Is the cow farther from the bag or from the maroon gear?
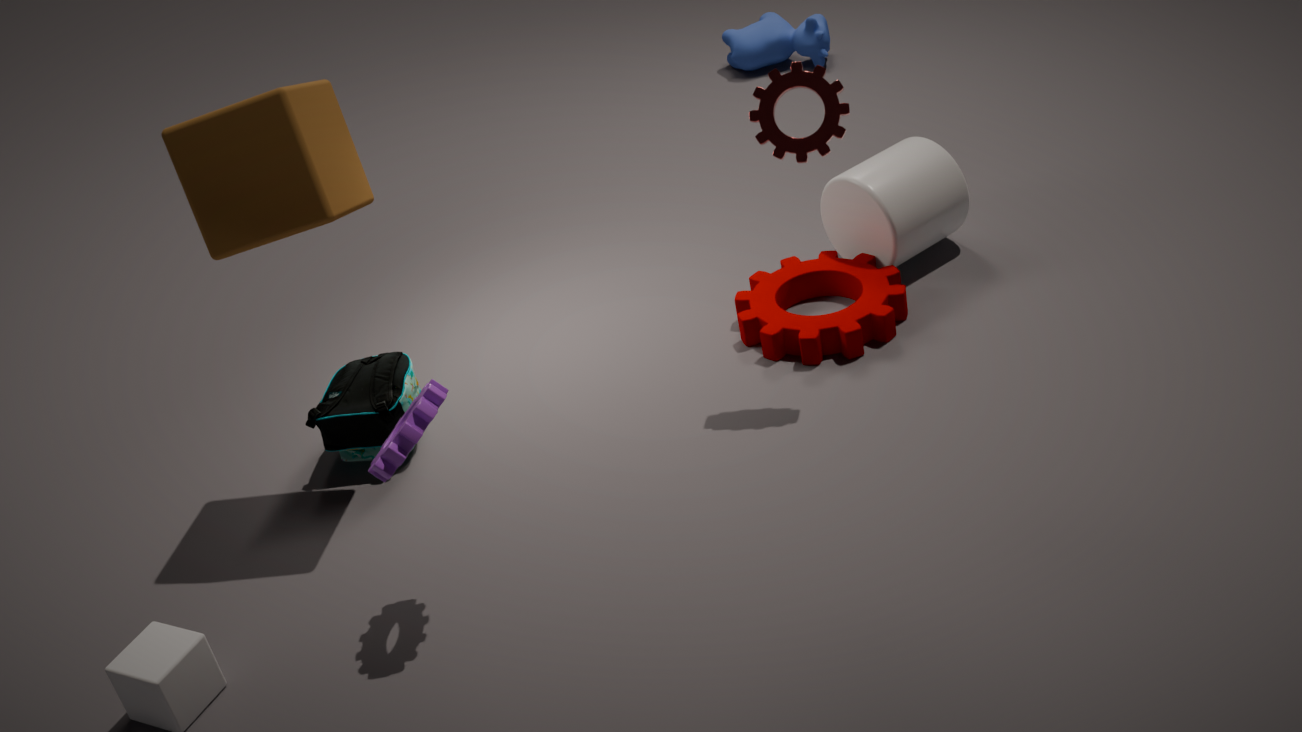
the bag
